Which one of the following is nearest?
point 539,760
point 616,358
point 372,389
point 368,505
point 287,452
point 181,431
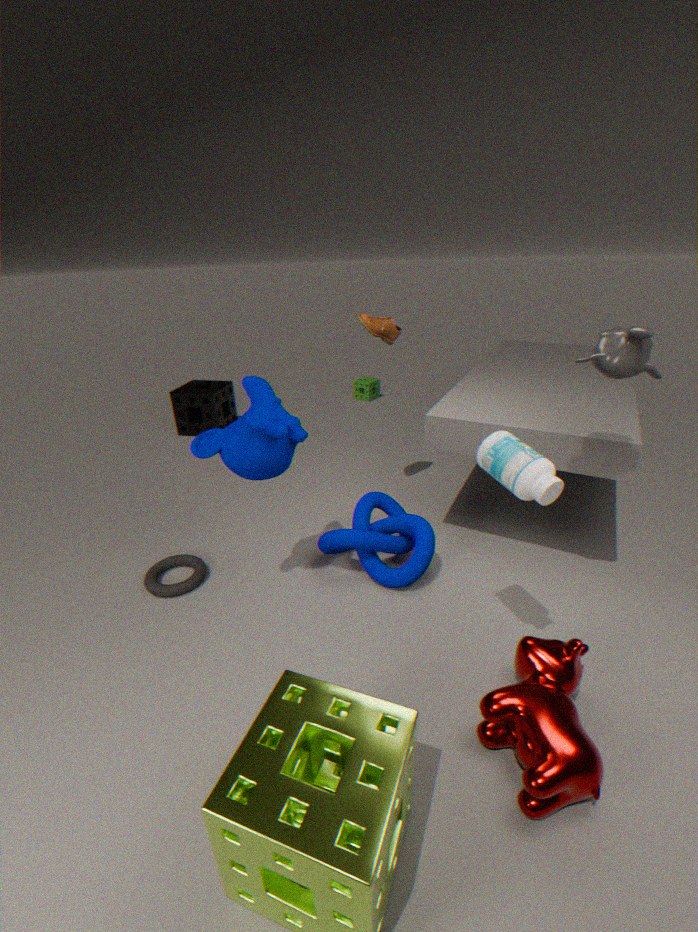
point 539,760
